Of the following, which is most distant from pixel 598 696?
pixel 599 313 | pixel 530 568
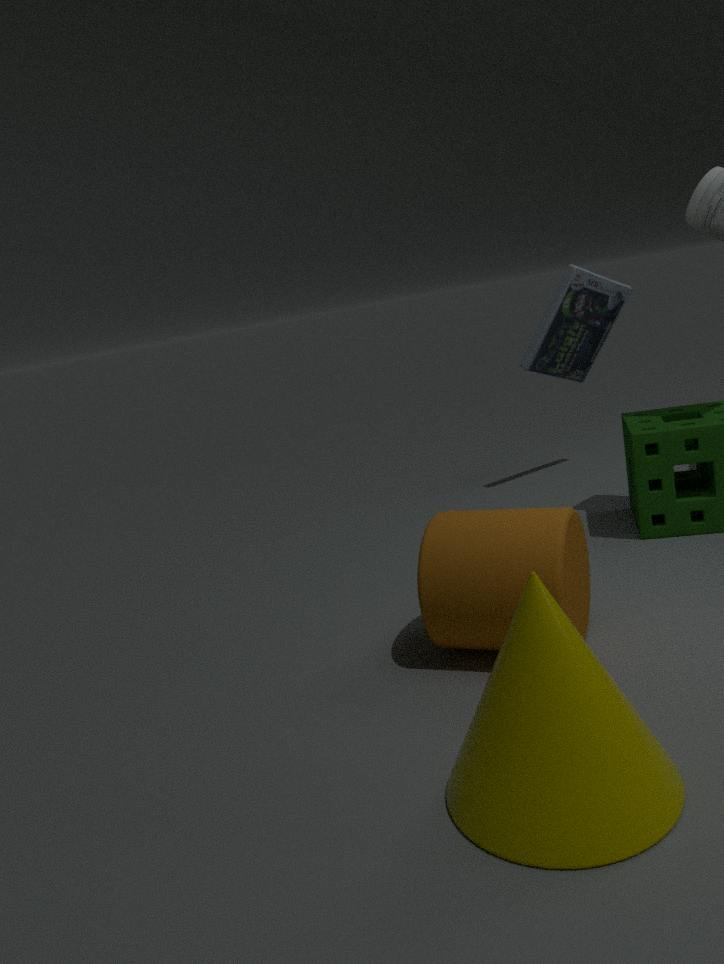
pixel 599 313
